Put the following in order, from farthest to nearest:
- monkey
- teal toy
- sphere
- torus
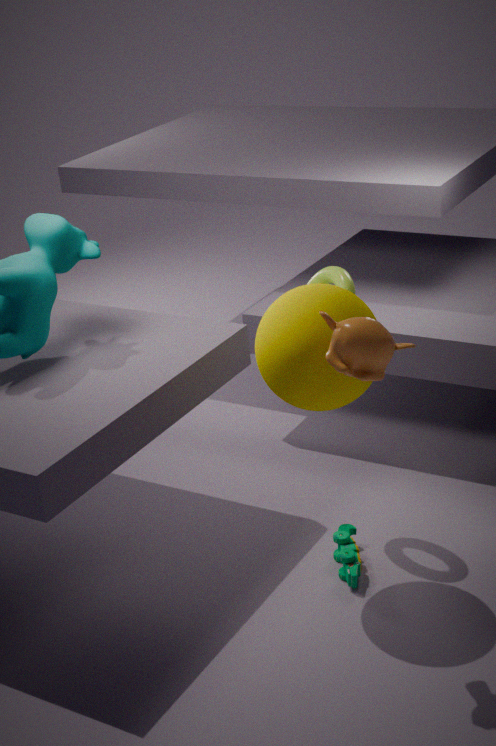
torus < teal toy < sphere < monkey
